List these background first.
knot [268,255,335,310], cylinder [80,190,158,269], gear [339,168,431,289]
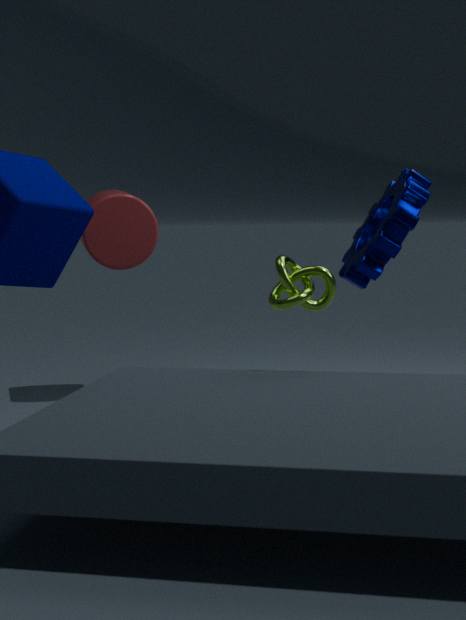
1. cylinder [80,190,158,269]
2. gear [339,168,431,289]
3. knot [268,255,335,310]
